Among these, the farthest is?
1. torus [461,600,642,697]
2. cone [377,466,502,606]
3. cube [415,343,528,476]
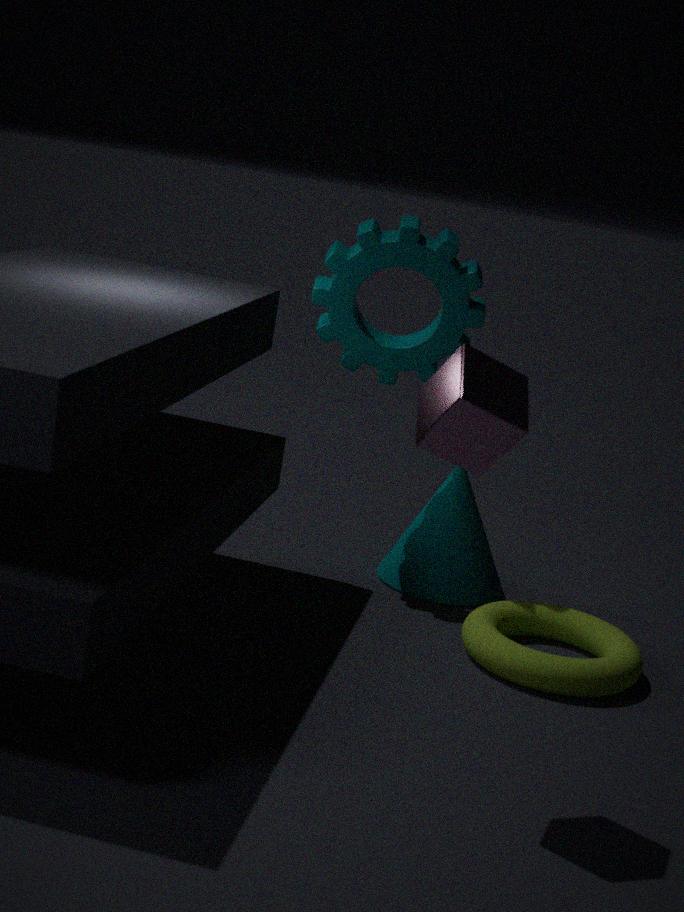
cone [377,466,502,606]
